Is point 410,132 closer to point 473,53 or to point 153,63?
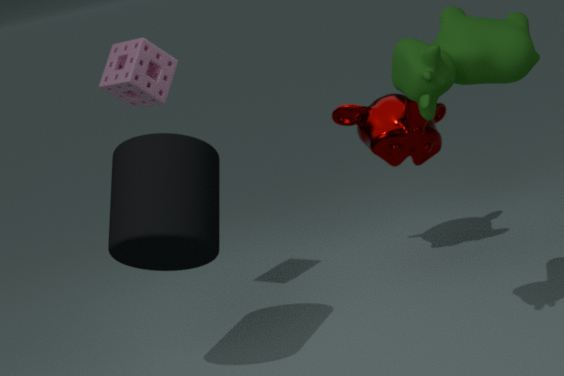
point 473,53
